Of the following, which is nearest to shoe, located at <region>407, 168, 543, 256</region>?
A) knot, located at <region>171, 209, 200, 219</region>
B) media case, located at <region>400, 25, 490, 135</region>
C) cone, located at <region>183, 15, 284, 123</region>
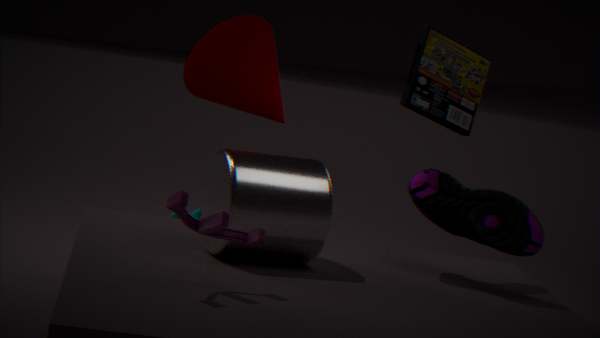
media case, located at <region>400, 25, 490, 135</region>
